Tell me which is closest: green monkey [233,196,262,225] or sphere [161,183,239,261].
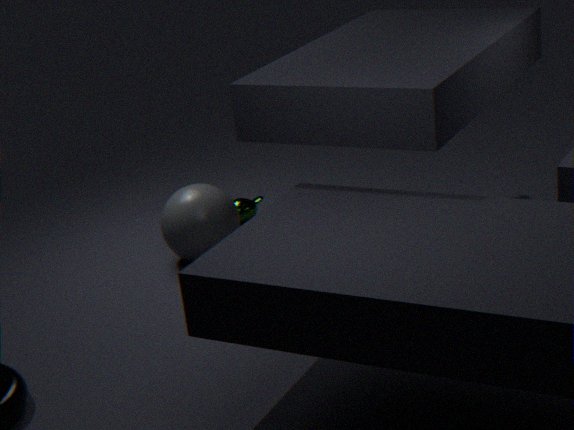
sphere [161,183,239,261]
